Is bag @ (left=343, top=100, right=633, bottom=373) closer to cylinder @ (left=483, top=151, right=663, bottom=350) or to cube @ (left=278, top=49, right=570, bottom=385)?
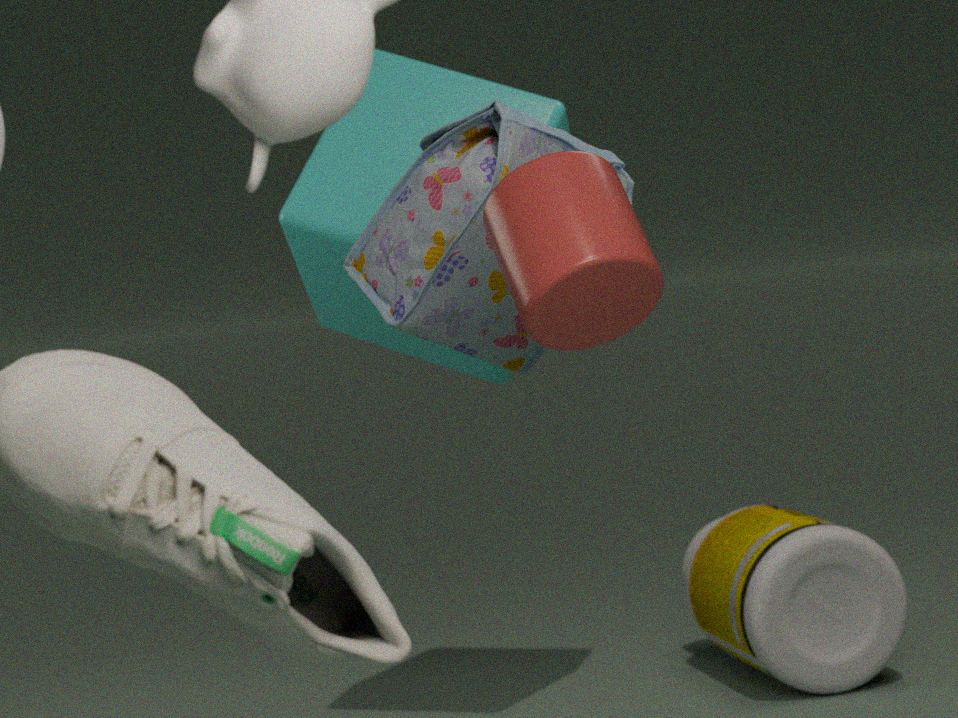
cube @ (left=278, top=49, right=570, bottom=385)
